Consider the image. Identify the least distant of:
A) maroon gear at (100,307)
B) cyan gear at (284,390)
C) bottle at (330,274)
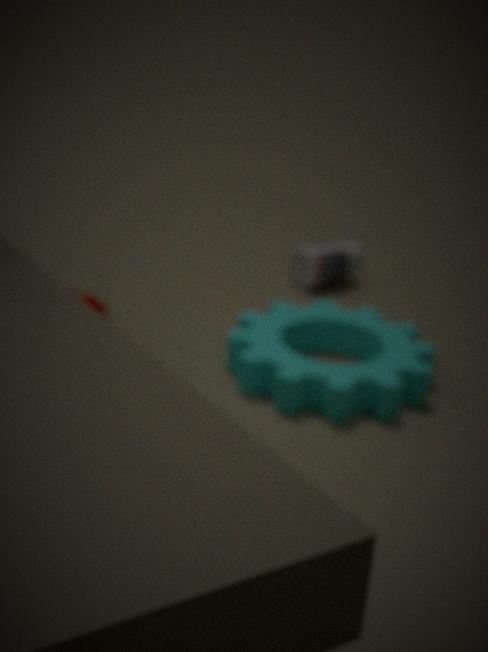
maroon gear at (100,307)
